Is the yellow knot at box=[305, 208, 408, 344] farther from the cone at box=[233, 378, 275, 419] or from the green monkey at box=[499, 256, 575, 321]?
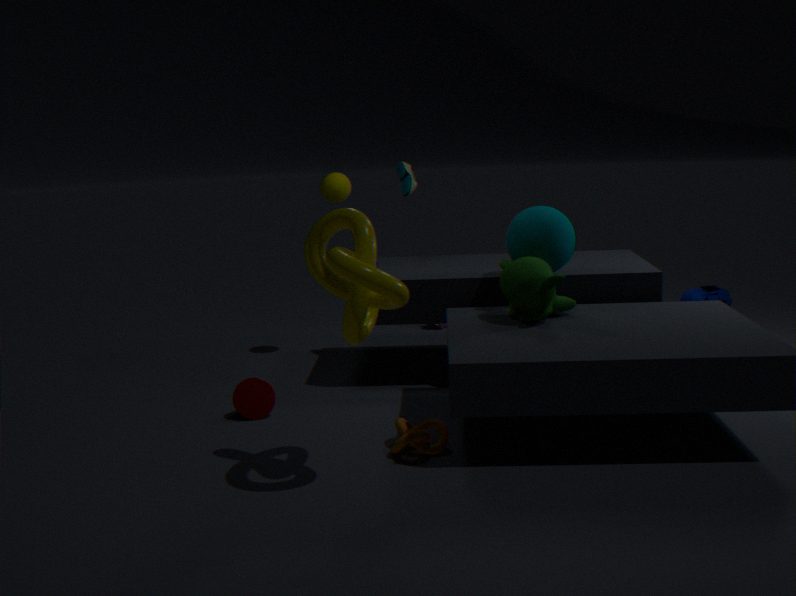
the cone at box=[233, 378, 275, 419]
